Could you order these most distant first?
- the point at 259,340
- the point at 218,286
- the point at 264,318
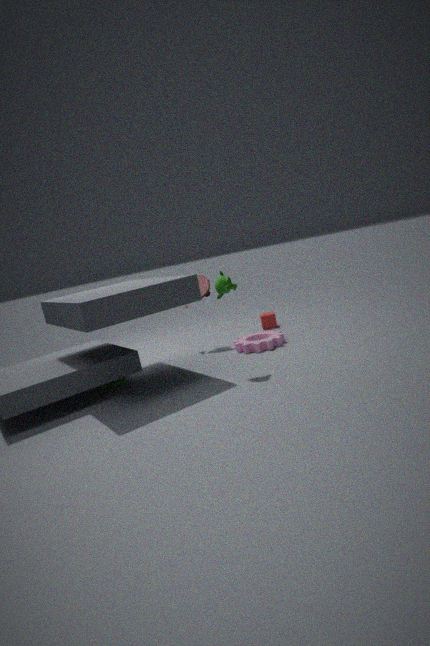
the point at 264,318 < the point at 259,340 < the point at 218,286
